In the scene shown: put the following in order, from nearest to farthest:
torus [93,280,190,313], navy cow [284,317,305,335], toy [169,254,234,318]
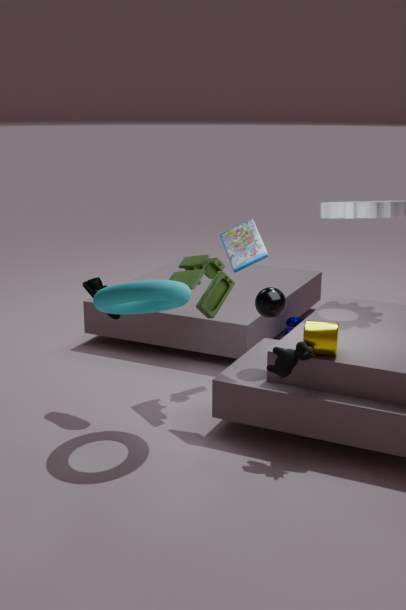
1. torus [93,280,190,313]
2. toy [169,254,234,318]
3. navy cow [284,317,305,335]
